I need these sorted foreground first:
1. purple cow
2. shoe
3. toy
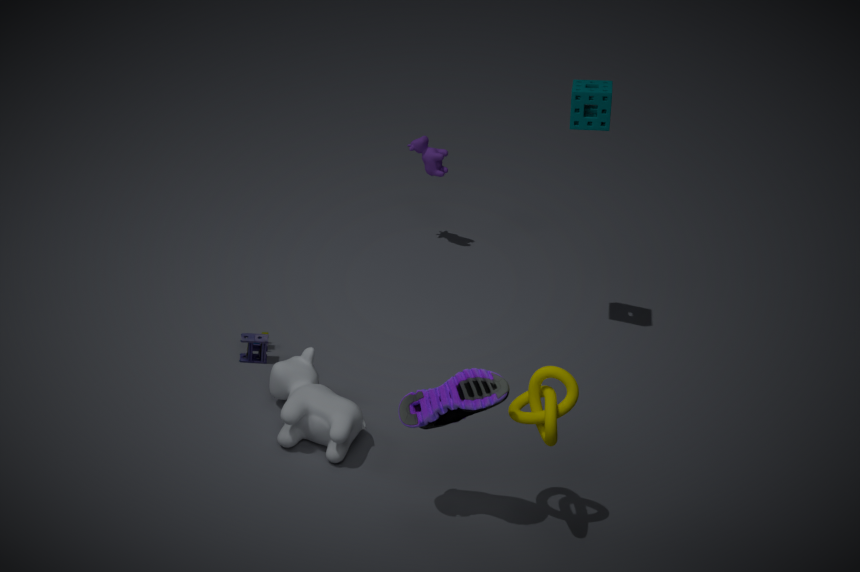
1. shoe
2. toy
3. purple cow
